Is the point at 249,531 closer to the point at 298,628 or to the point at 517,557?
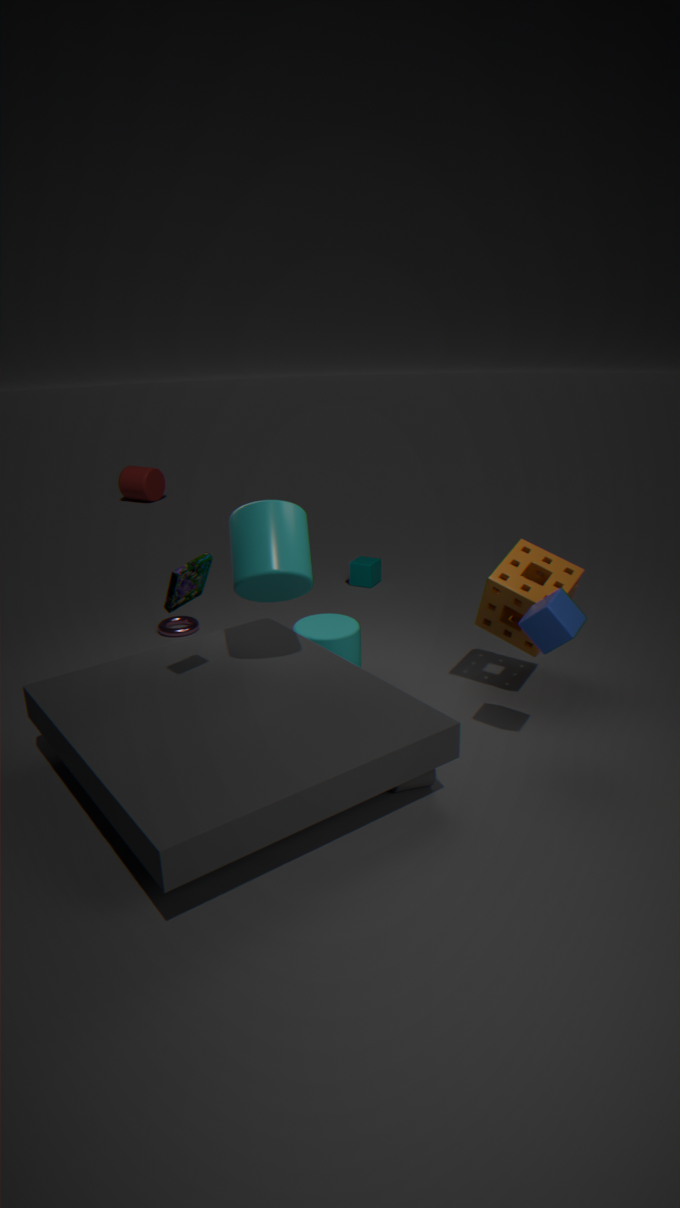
the point at 298,628
